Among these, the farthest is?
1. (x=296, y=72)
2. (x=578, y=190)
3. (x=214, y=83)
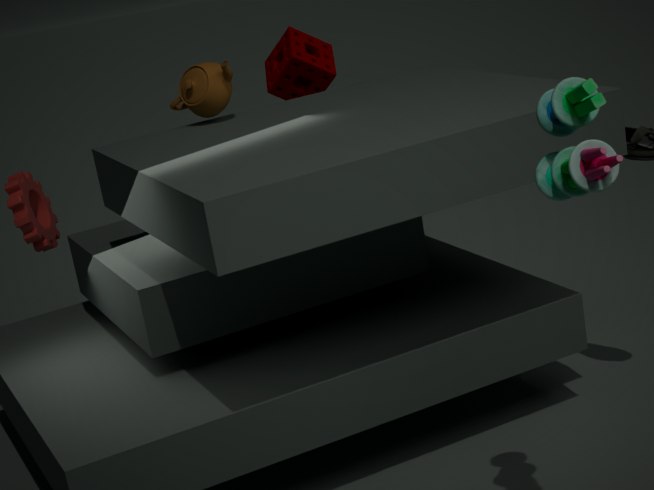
(x=296, y=72)
